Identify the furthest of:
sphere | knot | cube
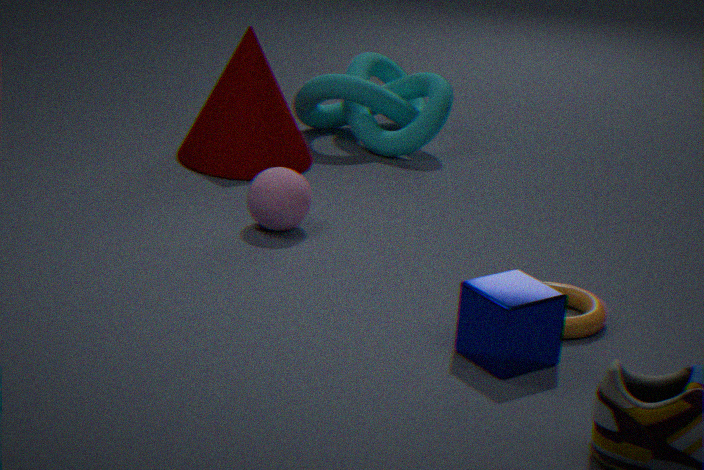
knot
